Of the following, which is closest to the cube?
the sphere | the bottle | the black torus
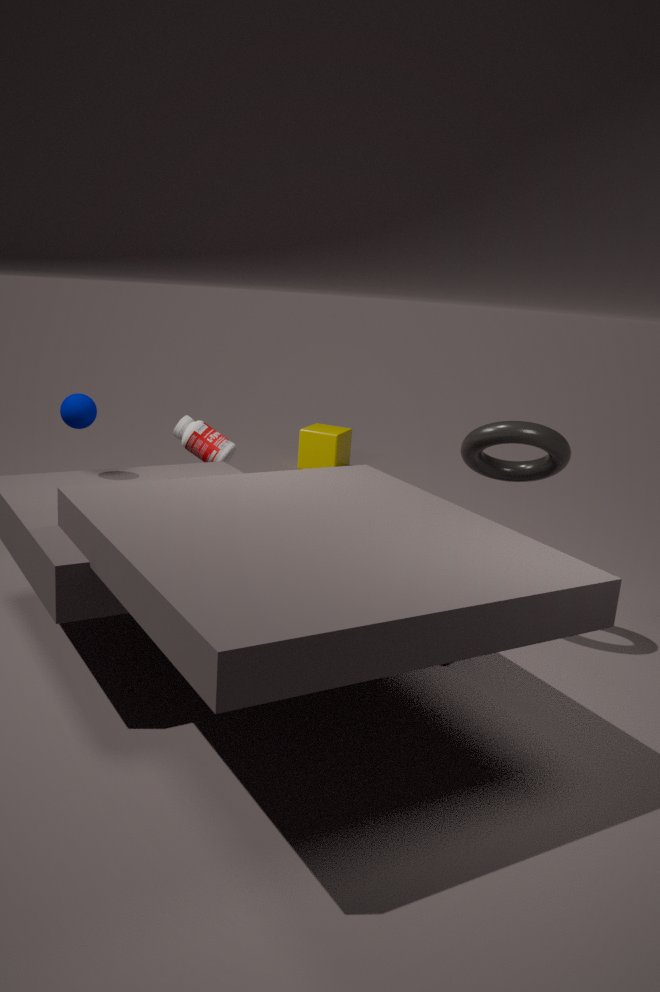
the bottle
